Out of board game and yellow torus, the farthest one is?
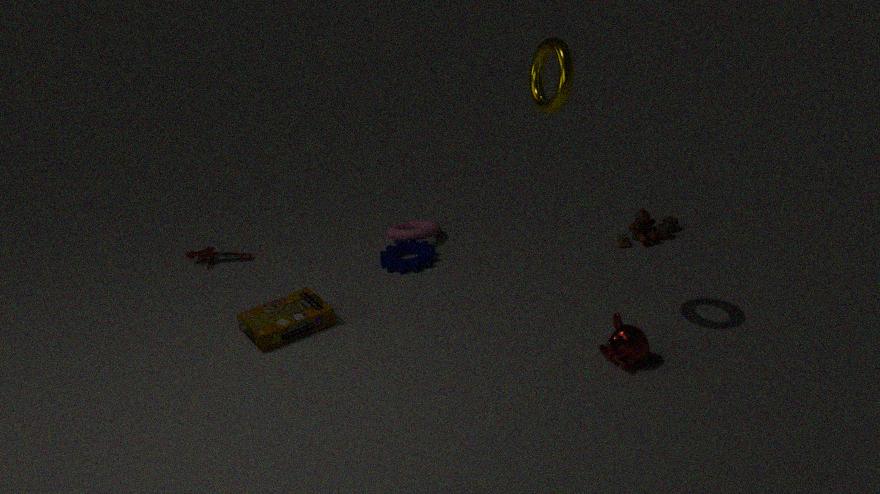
board game
